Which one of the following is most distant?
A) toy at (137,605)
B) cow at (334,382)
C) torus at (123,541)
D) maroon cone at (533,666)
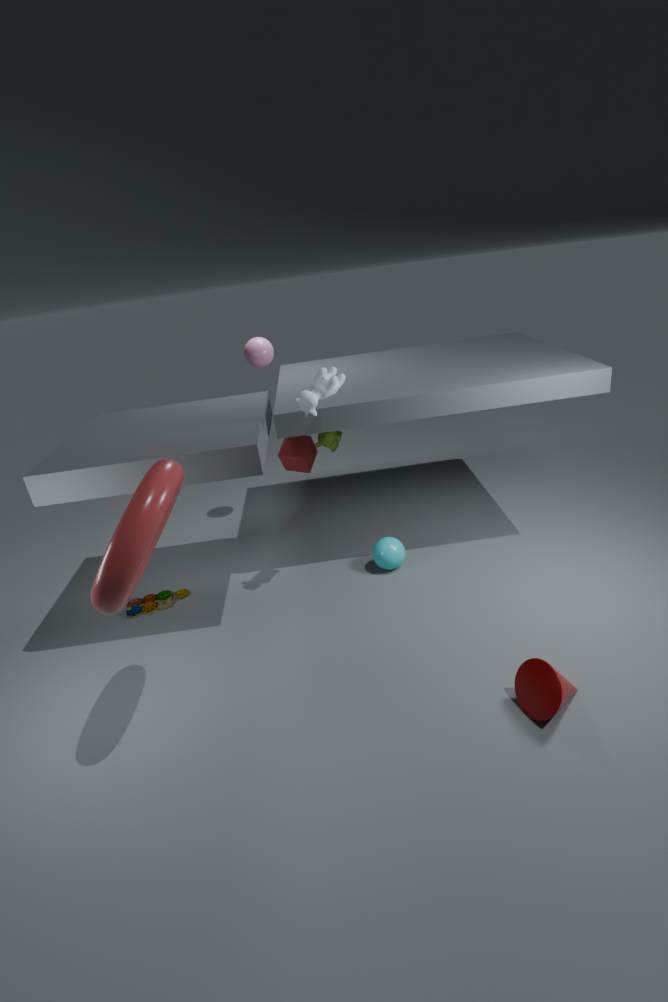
toy at (137,605)
